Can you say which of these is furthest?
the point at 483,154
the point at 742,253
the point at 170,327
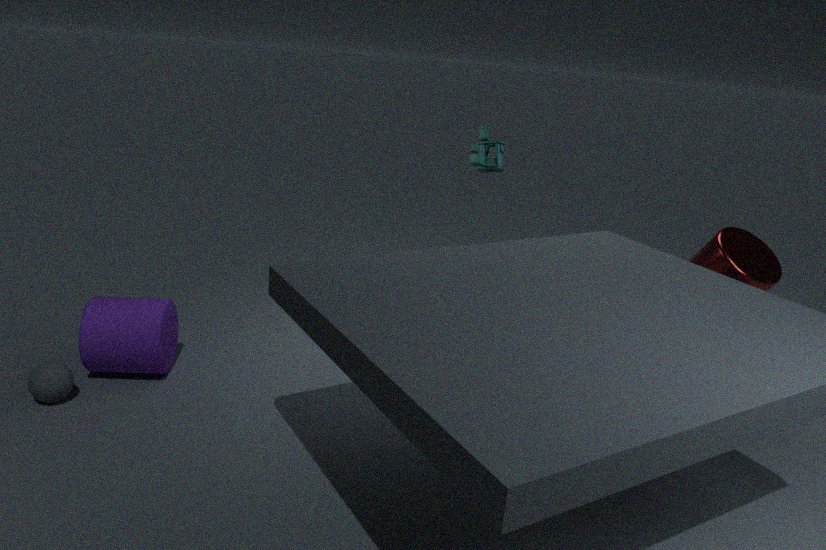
the point at 483,154
